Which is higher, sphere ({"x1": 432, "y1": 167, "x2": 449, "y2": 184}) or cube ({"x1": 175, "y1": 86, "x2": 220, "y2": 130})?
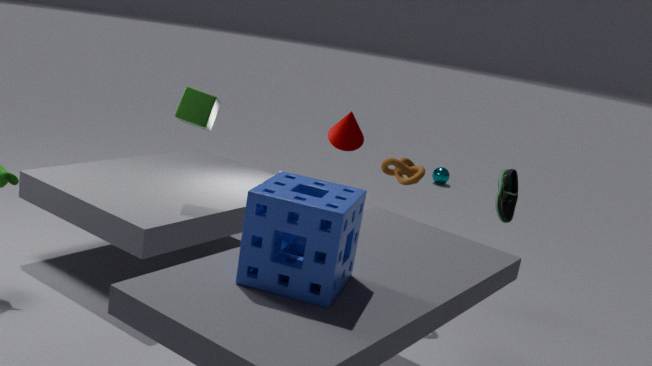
cube ({"x1": 175, "y1": 86, "x2": 220, "y2": 130})
